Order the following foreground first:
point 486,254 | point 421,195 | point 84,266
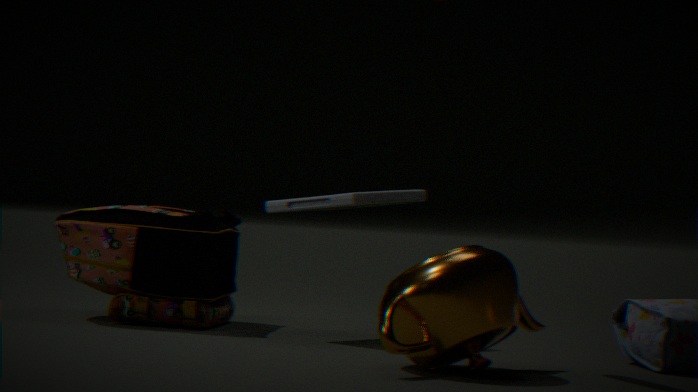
point 486,254, point 421,195, point 84,266
